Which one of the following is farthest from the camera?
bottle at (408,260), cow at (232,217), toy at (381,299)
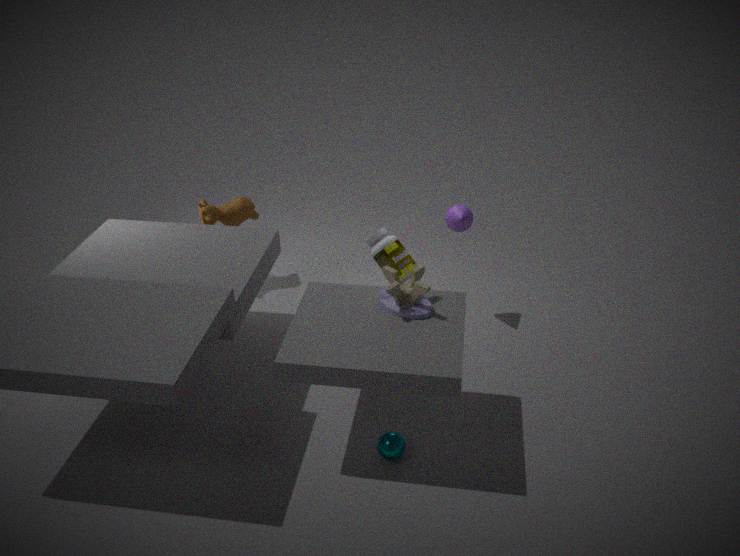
cow at (232,217)
